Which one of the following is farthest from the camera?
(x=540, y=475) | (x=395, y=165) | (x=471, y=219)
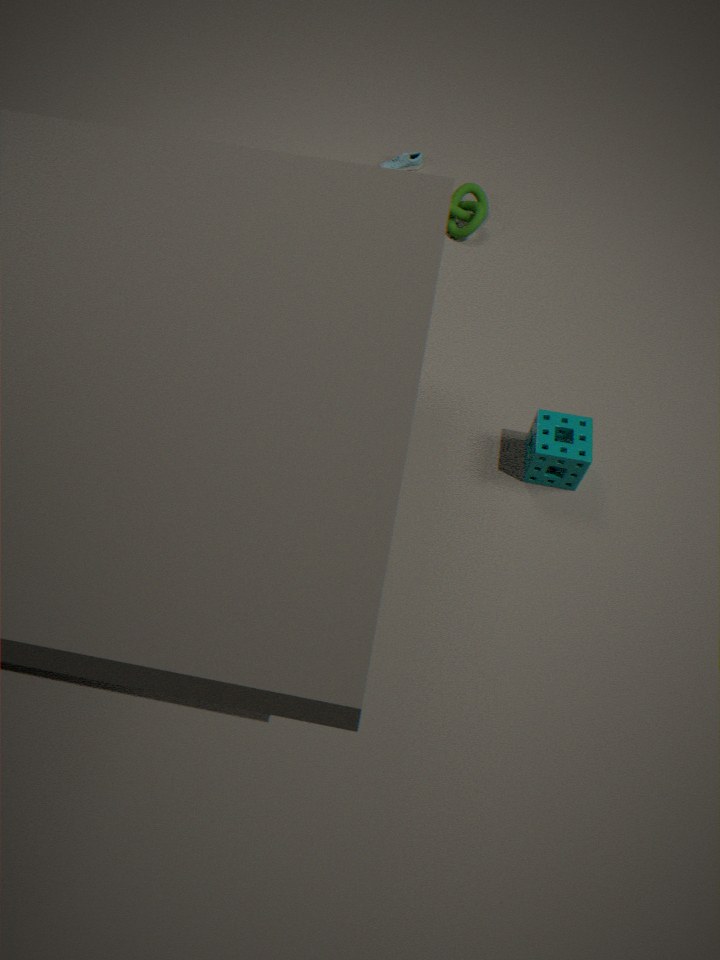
(x=395, y=165)
